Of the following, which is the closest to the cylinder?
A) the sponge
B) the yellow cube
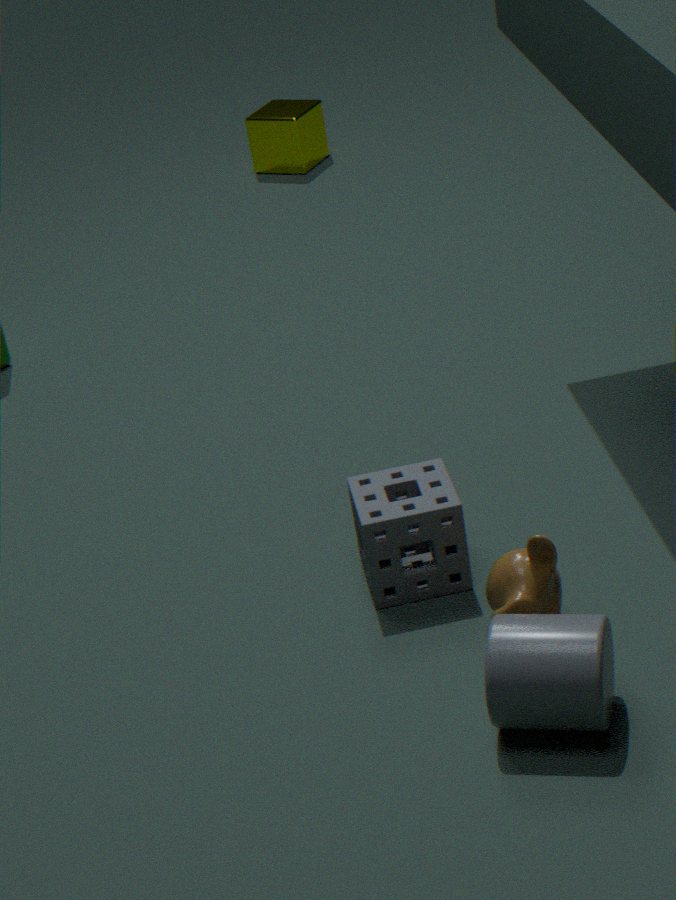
the sponge
